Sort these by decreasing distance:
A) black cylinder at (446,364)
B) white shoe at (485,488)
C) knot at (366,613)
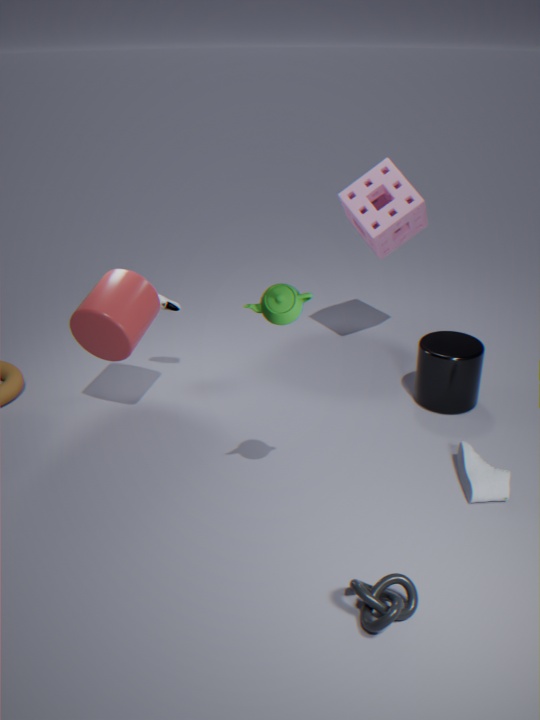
1. black cylinder at (446,364)
2. white shoe at (485,488)
3. knot at (366,613)
